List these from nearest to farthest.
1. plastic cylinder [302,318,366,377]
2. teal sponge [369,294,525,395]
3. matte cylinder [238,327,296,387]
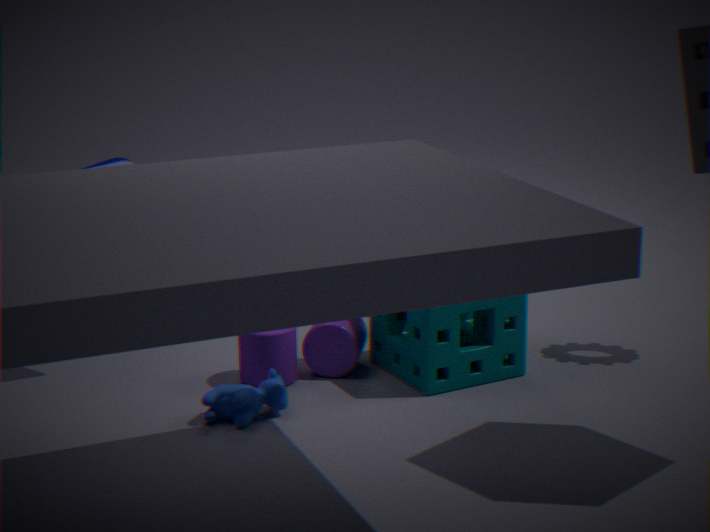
teal sponge [369,294,525,395]
matte cylinder [238,327,296,387]
plastic cylinder [302,318,366,377]
